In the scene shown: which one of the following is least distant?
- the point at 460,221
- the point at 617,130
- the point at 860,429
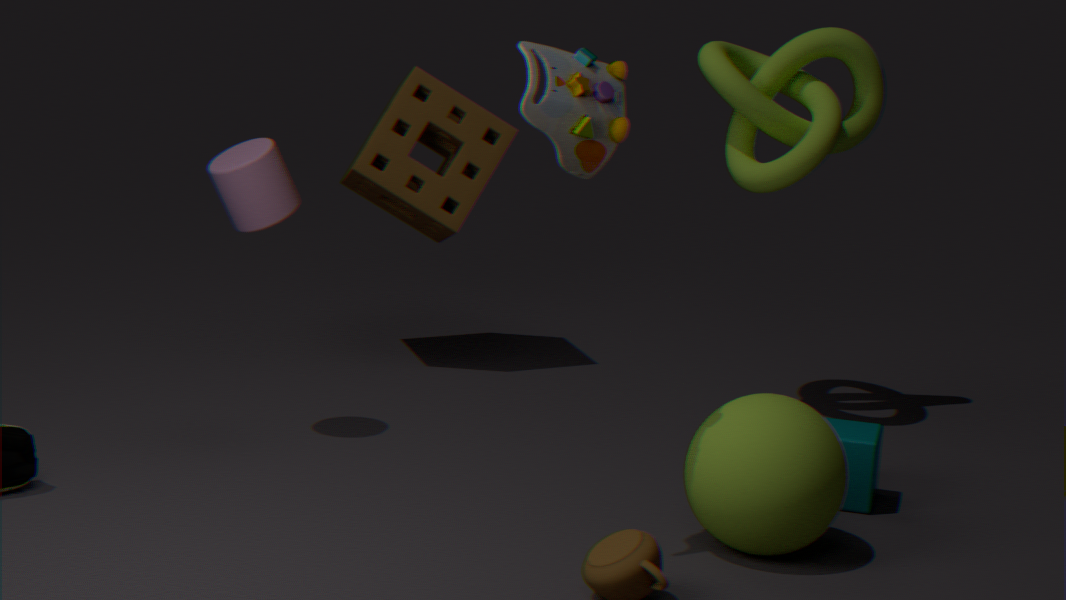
the point at 617,130
